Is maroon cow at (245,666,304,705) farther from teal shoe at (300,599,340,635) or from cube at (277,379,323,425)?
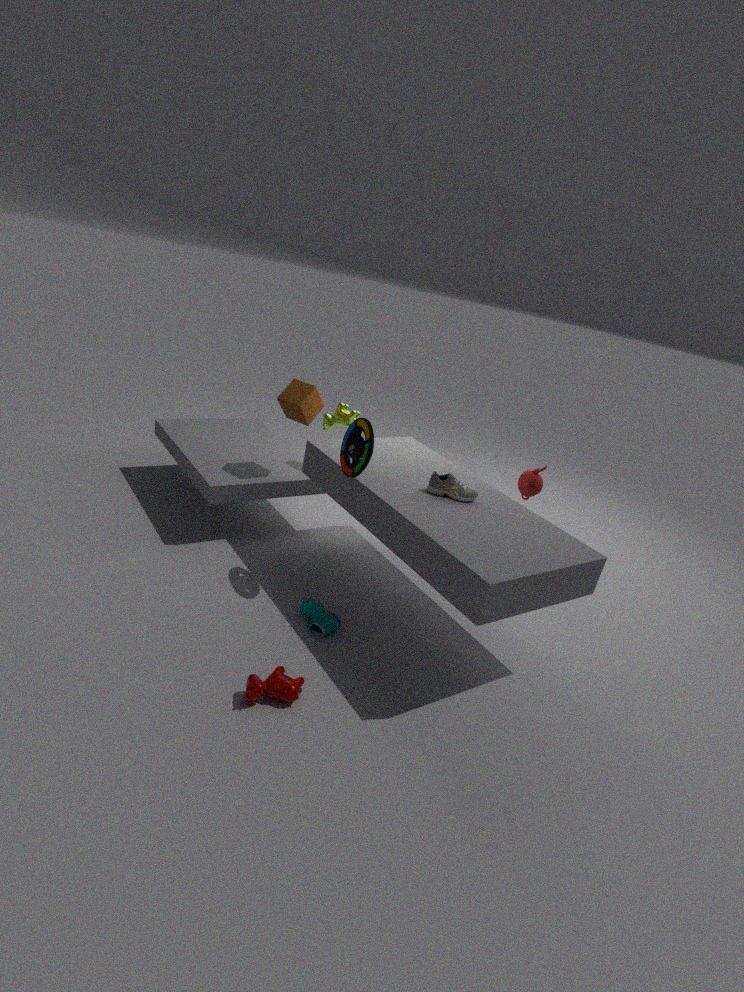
cube at (277,379,323,425)
